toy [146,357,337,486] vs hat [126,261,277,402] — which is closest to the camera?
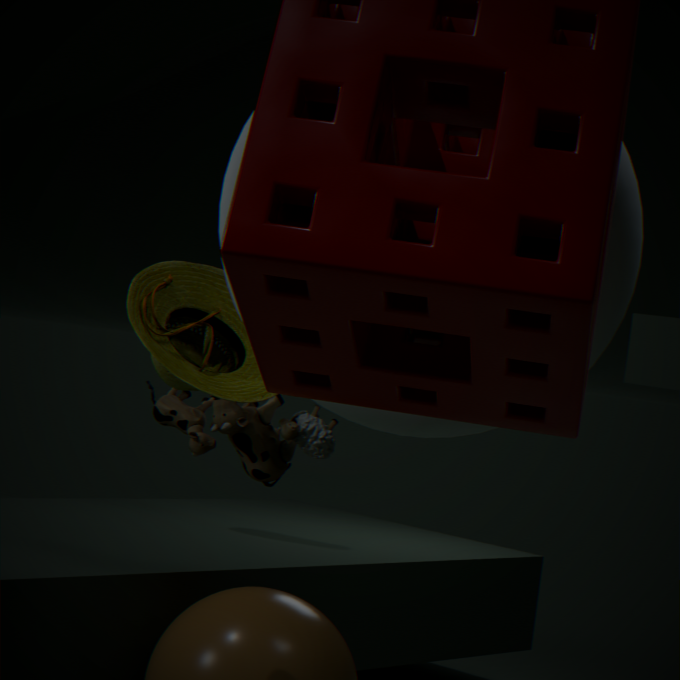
hat [126,261,277,402]
